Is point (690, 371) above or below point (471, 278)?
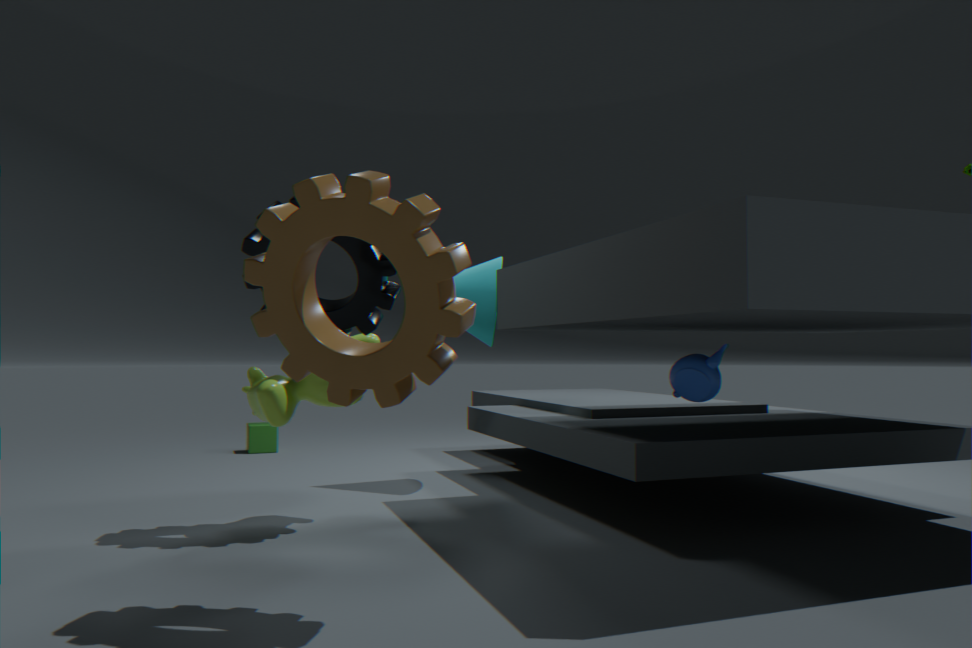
below
